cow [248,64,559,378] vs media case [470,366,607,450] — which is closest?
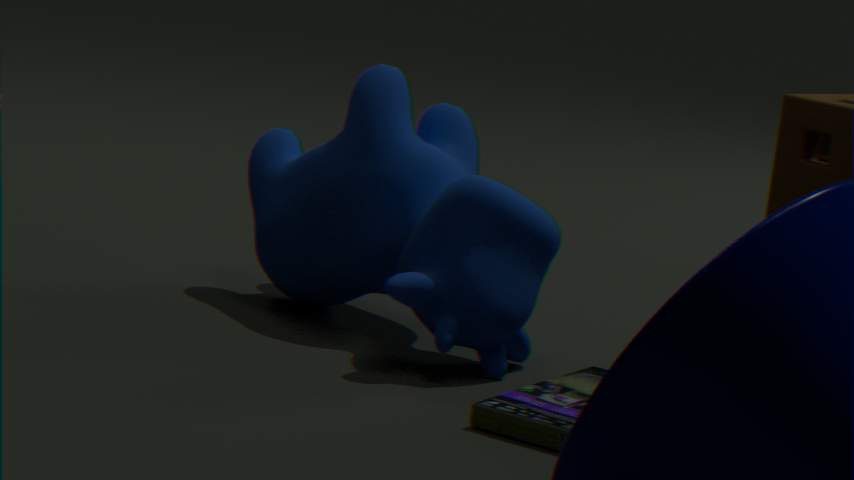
media case [470,366,607,450]
